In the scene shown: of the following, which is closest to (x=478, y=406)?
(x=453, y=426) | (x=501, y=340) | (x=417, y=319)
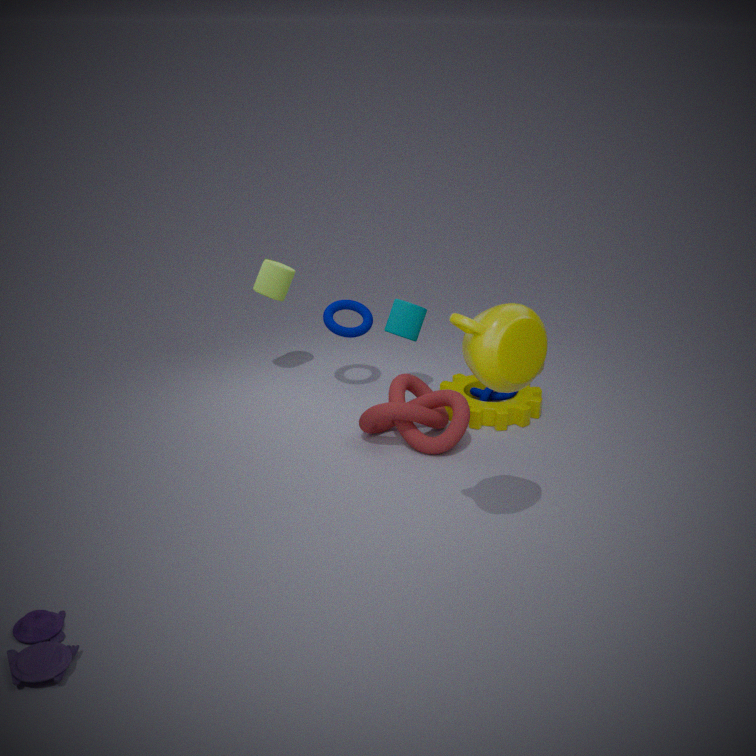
(x=453, y=426)
